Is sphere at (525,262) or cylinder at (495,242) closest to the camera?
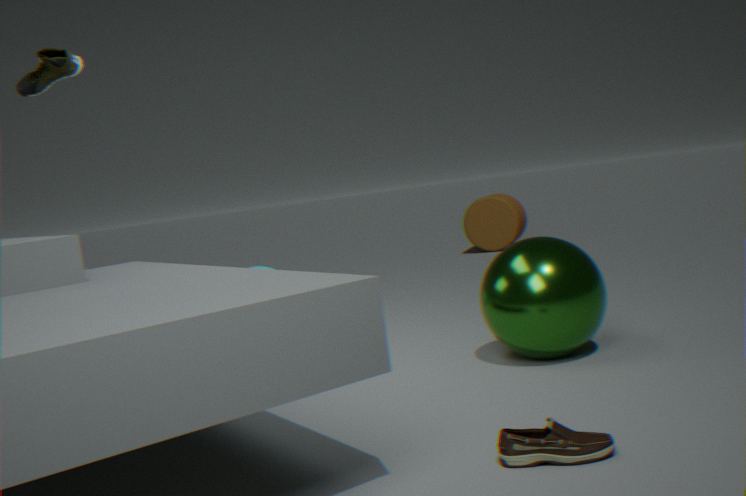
sphere at (525,262)
